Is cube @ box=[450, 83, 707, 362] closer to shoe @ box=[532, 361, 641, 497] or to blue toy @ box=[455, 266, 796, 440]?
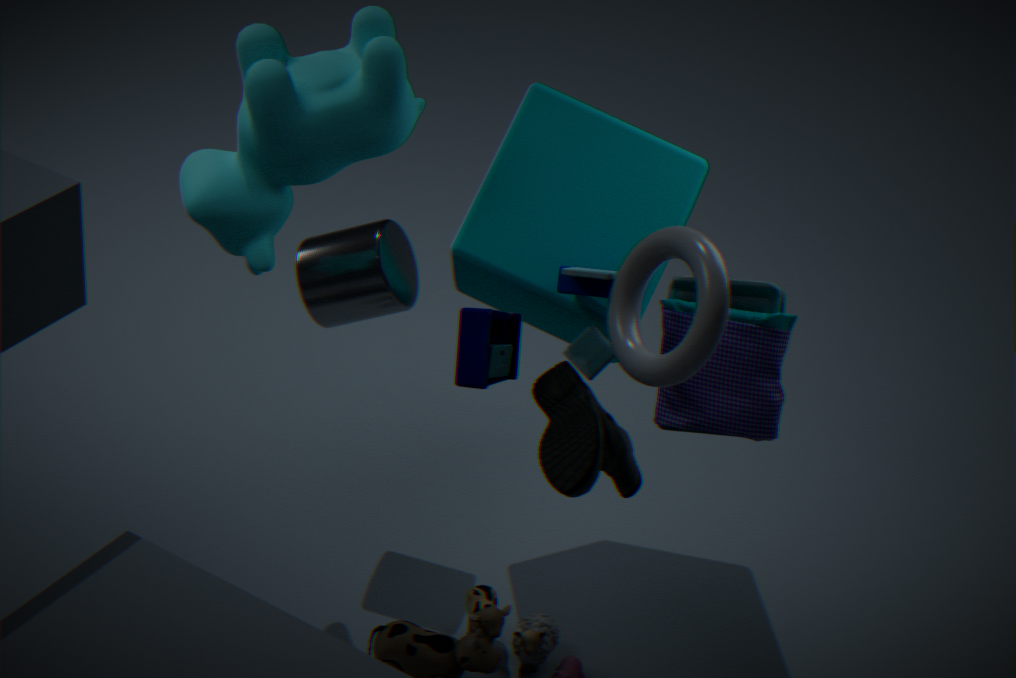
blue toy @ box=[455, 266, 796, 440]
